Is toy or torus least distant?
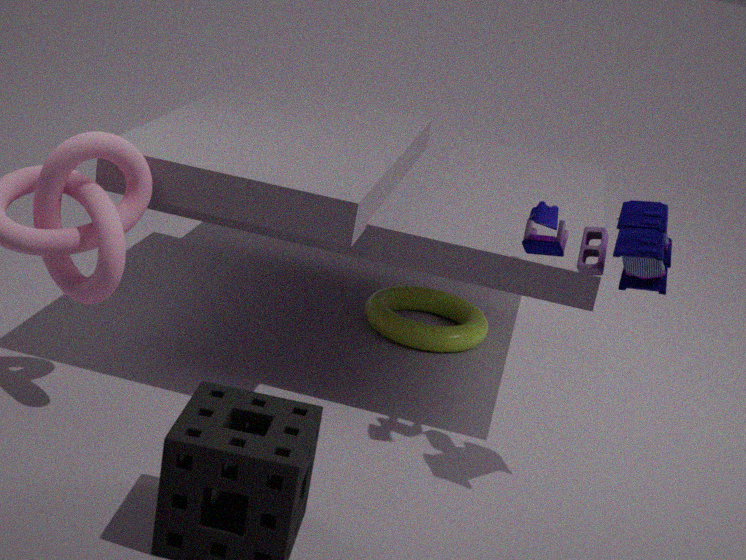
toy
